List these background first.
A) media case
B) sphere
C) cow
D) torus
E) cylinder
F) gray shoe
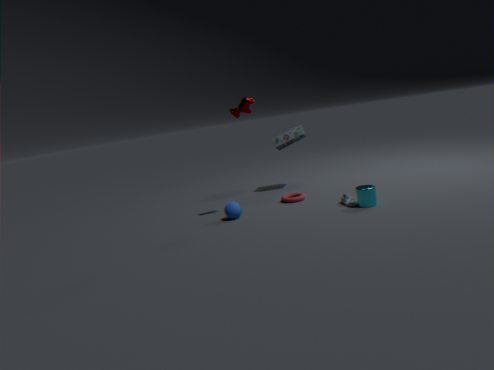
1. media case
2. torus
3. sphere
4. cow
5. gray shoe
6. cylinder
